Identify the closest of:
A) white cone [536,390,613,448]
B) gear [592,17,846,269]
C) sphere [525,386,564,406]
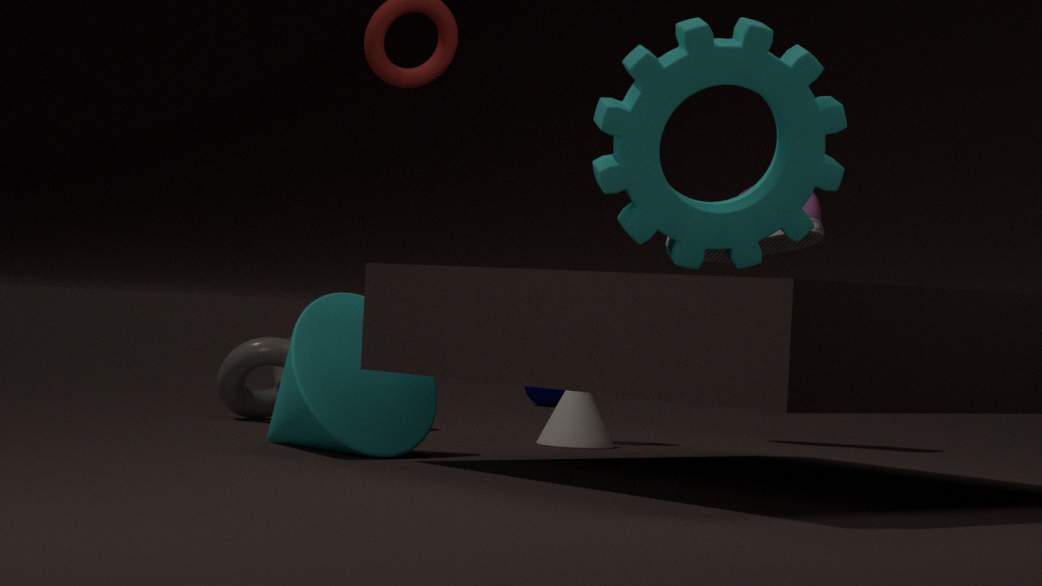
gear [592,17,846,269]
